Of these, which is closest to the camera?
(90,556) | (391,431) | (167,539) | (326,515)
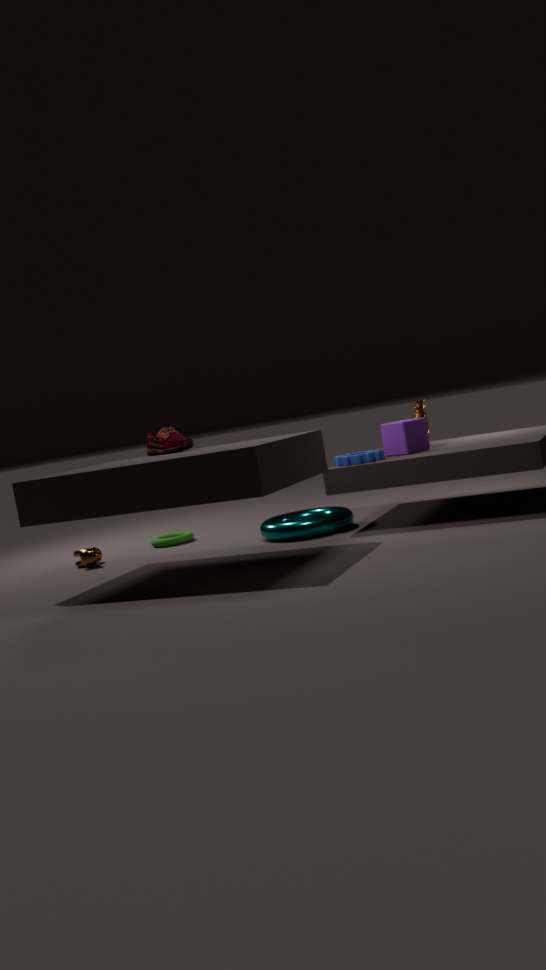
(391,431)
